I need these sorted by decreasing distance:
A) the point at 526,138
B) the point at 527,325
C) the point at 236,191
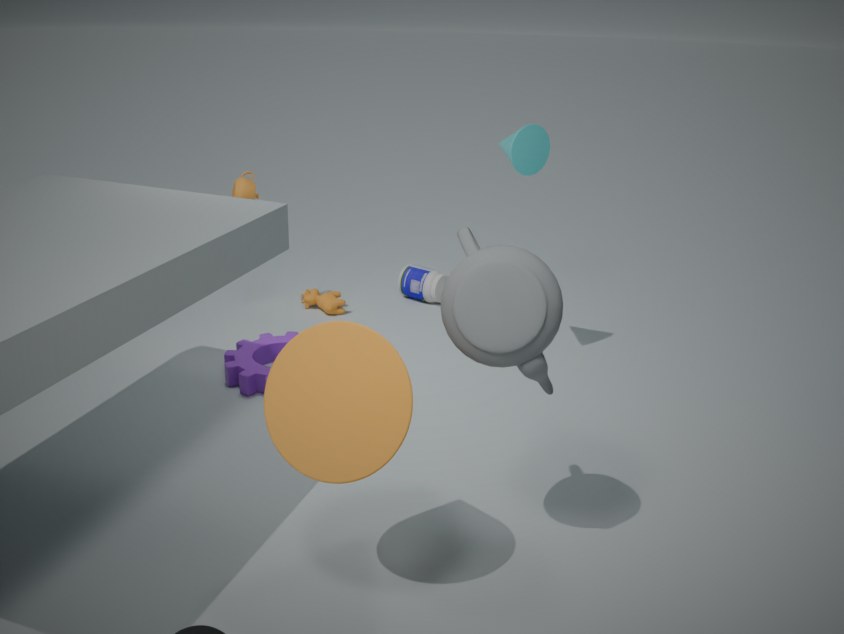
1. the point at 236,191
2. the point at 526,138
3. the point at 527,325
